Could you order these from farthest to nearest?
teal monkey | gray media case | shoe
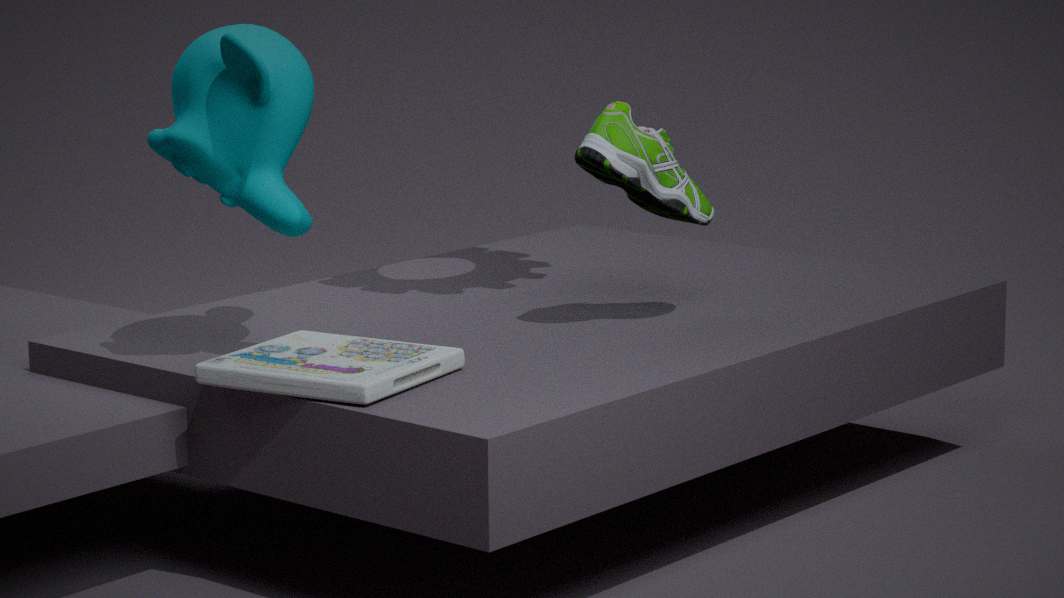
1. shoe
2. teal monkey
3. gray media case
